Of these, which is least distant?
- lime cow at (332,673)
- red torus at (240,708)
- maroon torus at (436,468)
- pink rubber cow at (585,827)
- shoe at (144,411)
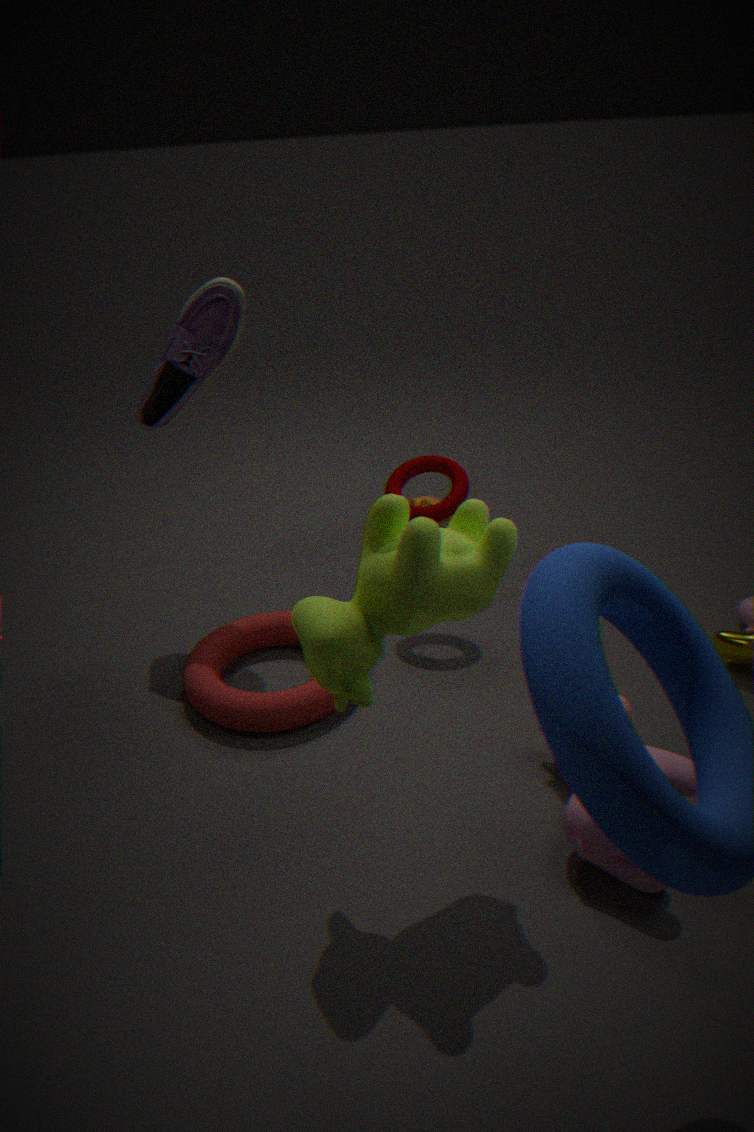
lime cow at (332,673)
